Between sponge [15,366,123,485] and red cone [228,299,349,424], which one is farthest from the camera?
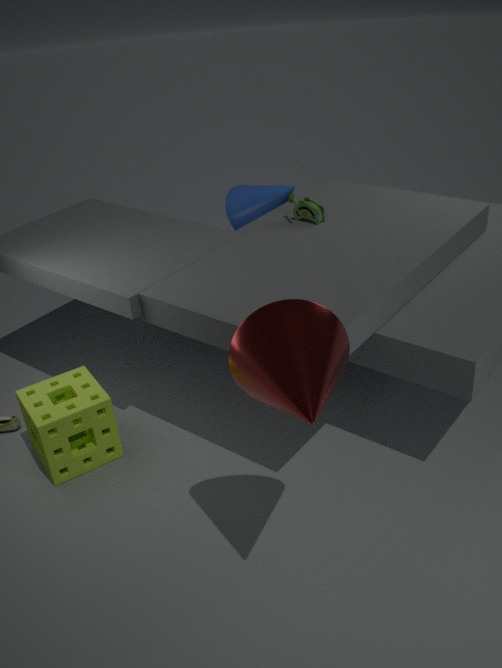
sponge [15,366,123,485]
